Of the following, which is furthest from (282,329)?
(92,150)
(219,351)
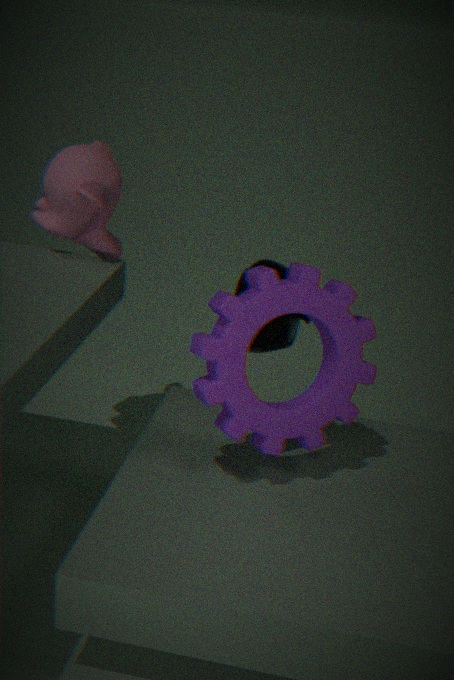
(92,150)
